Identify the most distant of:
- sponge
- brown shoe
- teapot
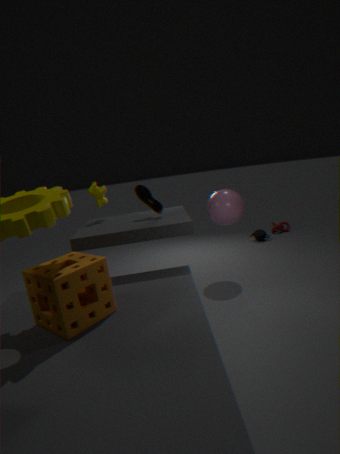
teapot
